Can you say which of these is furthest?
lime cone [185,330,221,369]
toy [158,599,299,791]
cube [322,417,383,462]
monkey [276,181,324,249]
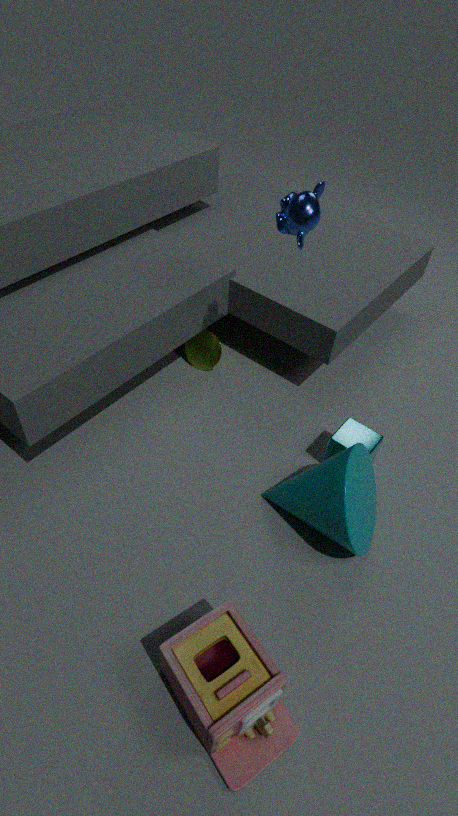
lime cone [185,330,221,369]
